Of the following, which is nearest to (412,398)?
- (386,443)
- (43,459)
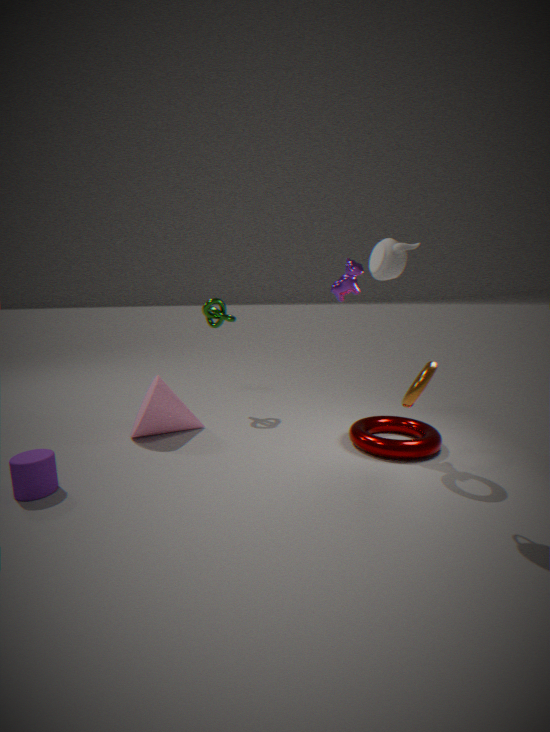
(386,443)
